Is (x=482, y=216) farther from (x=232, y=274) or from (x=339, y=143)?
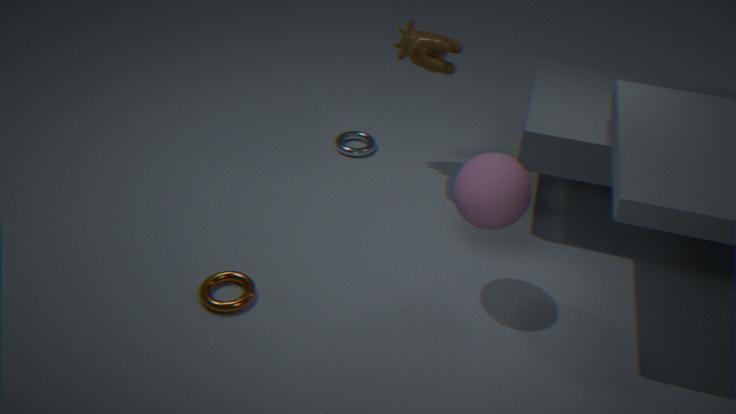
(x=339, y=143)
